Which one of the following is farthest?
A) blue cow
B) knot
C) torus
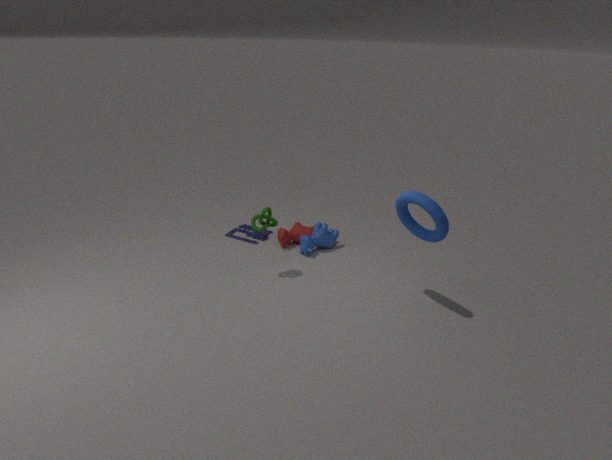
blue cow
